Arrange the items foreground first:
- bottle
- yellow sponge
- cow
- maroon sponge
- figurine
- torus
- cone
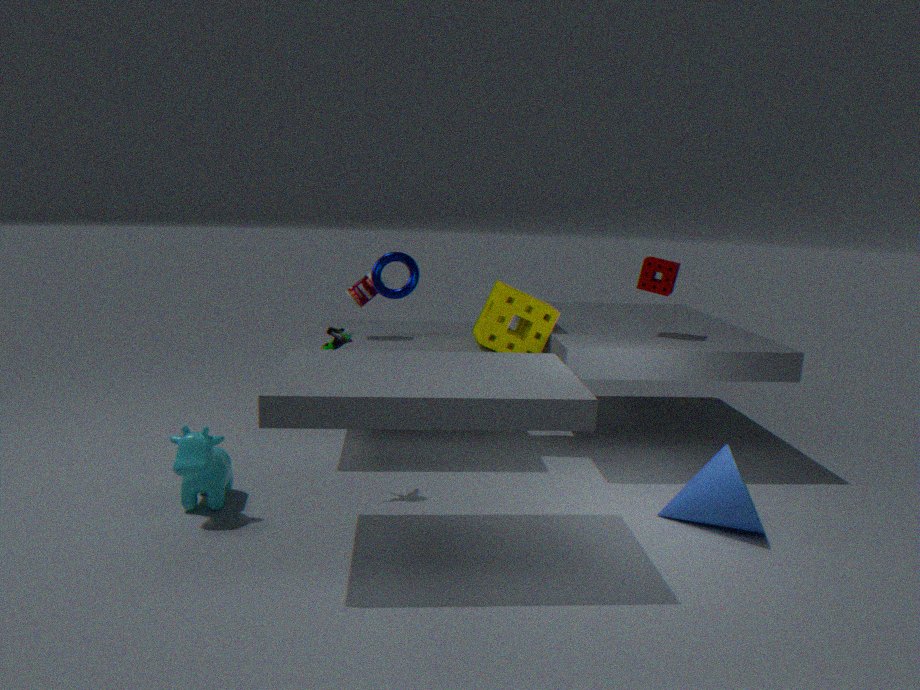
cow
cone
figurine
torus
maroon sponge
yellow sponge
bottle
